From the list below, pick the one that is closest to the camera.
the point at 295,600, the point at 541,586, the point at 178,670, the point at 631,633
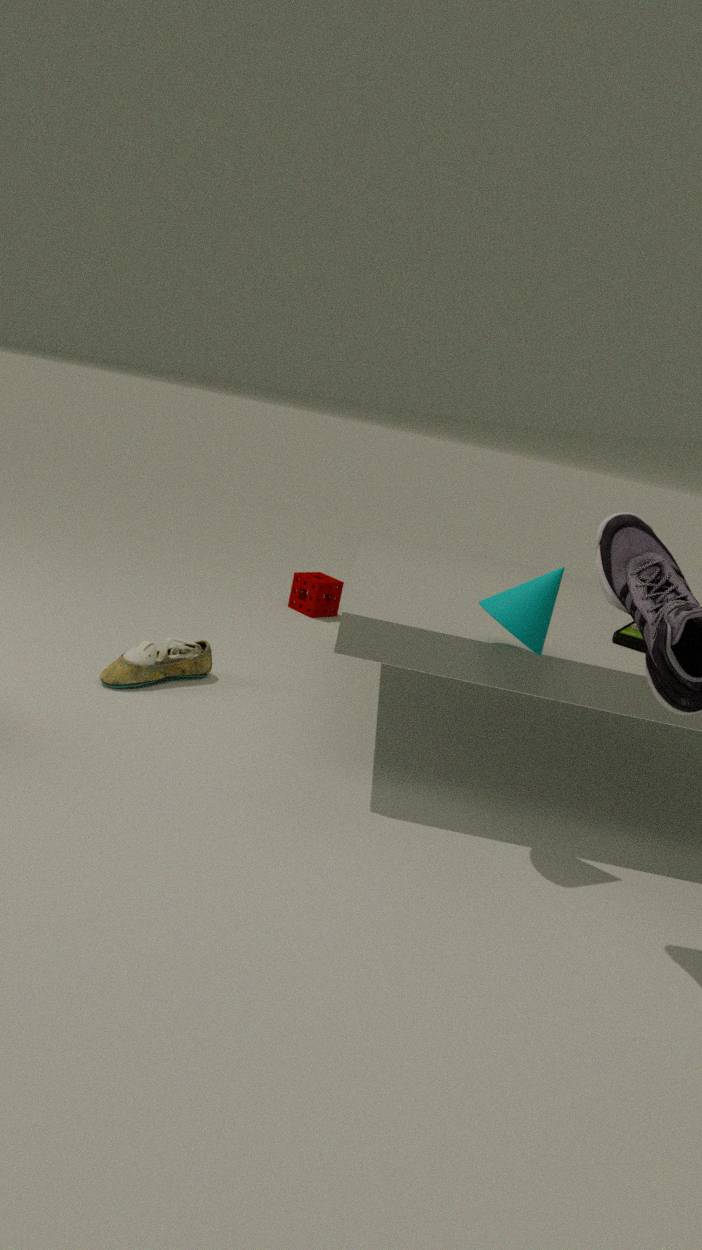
the point at 541,586
